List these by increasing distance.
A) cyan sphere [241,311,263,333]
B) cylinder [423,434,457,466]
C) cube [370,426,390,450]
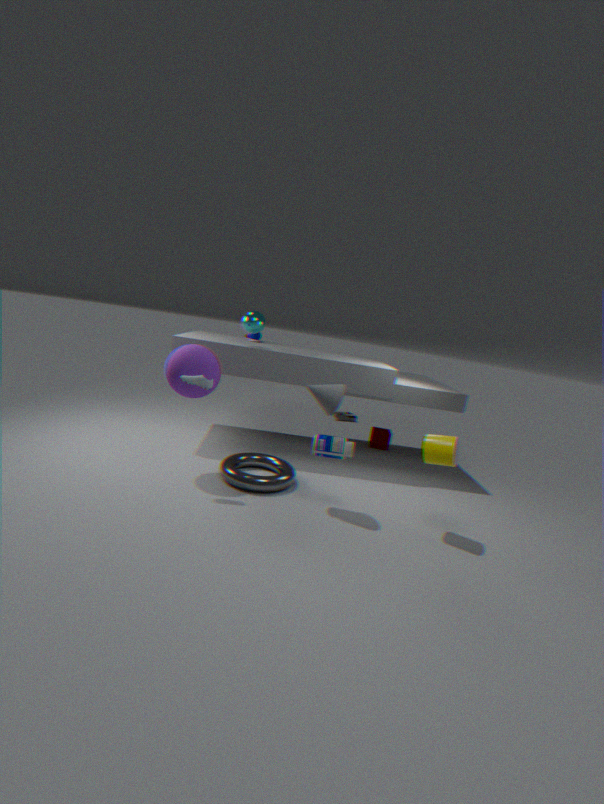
1. cylinder [423,434,457,466]
2. cyan sphere [241,311,263,333]
3. cube [370,426,390,450]
